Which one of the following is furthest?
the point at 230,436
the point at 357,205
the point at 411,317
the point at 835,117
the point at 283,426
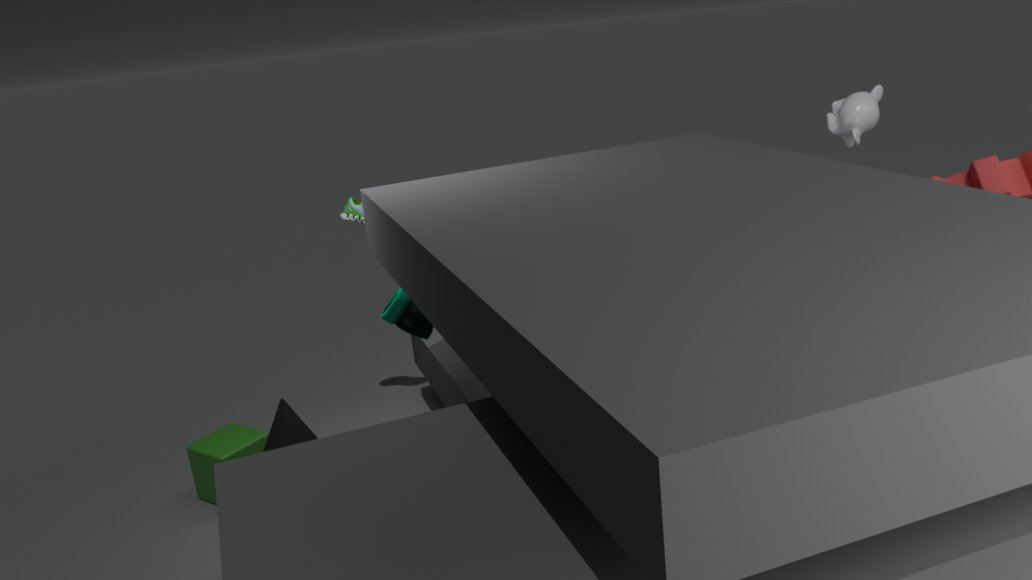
the point at 835,117
